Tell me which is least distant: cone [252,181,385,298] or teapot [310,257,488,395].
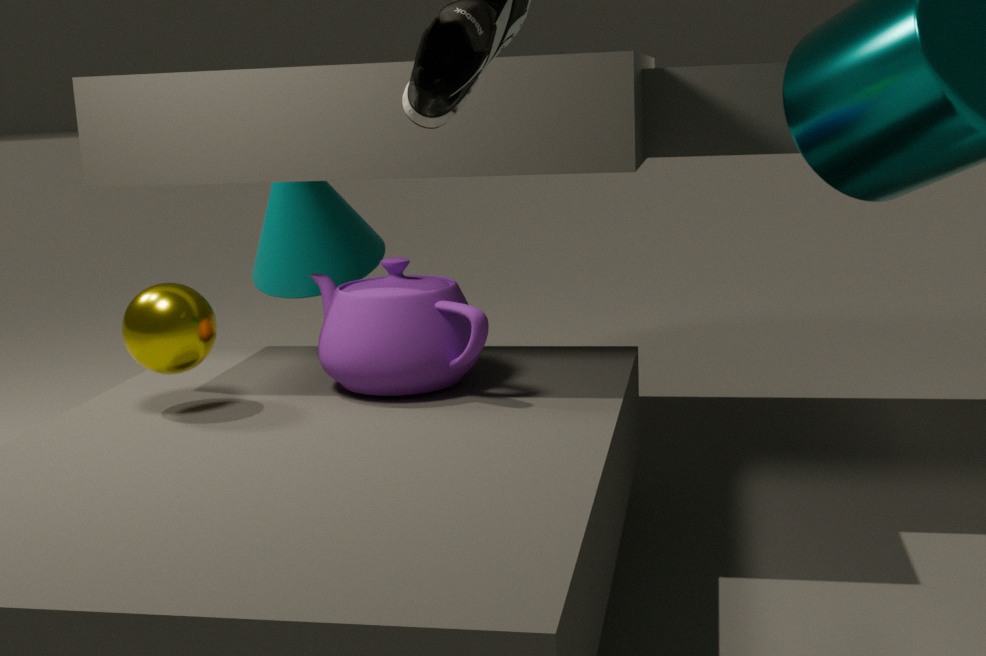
teapot [310,257,488,395]
